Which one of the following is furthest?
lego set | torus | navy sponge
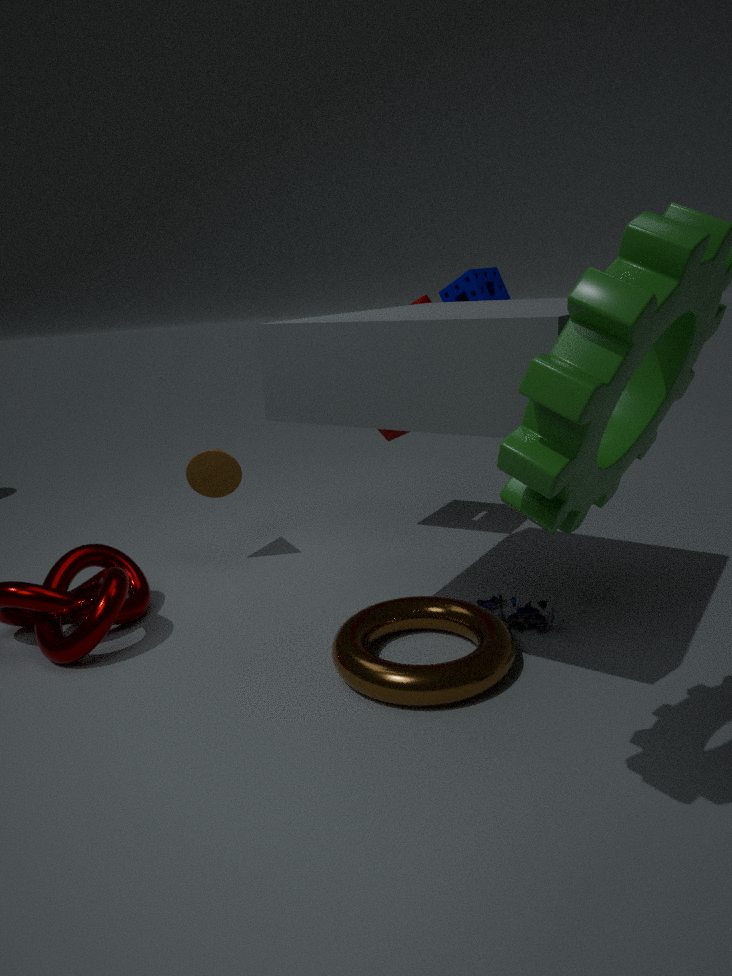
navy sponge
